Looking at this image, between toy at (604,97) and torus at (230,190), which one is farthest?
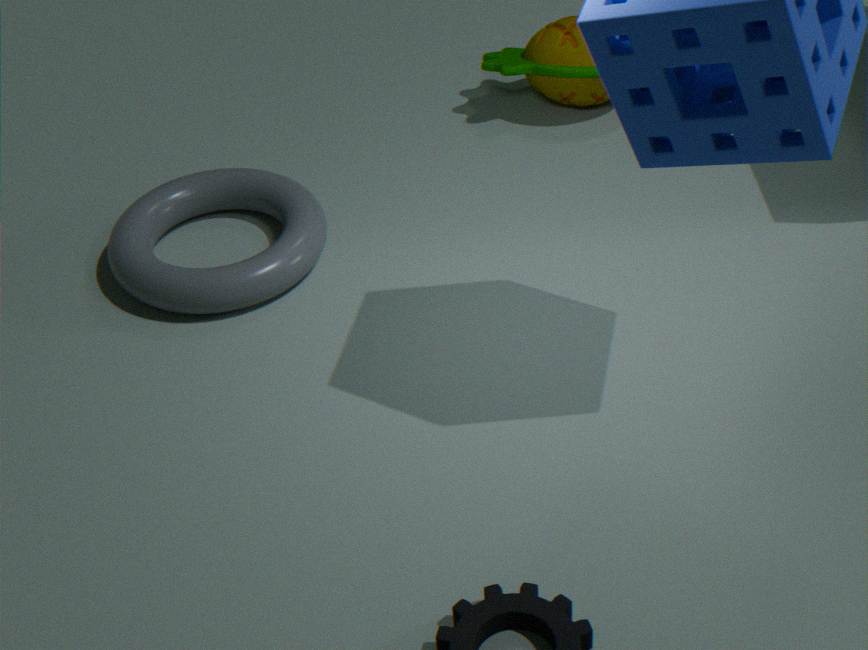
toy at (604,97)
